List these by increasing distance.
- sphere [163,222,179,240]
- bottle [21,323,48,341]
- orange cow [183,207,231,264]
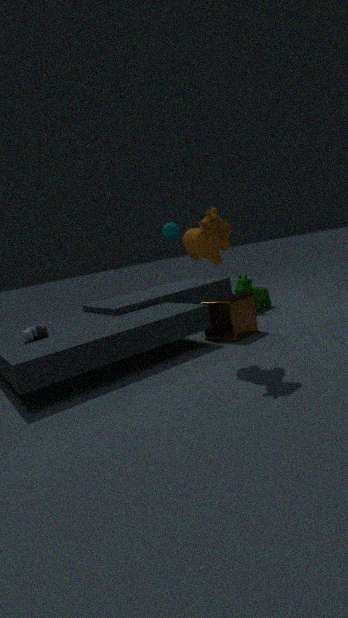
orange cow [183,207,231,264]
bottle [21,323,48,341]
sphere [163,222,179,240]
